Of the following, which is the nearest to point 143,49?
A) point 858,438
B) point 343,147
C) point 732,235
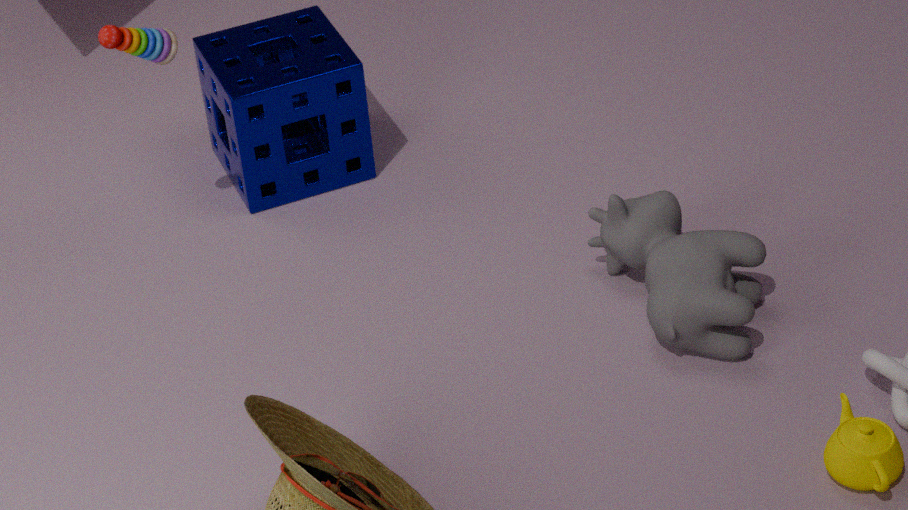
point 343,147
